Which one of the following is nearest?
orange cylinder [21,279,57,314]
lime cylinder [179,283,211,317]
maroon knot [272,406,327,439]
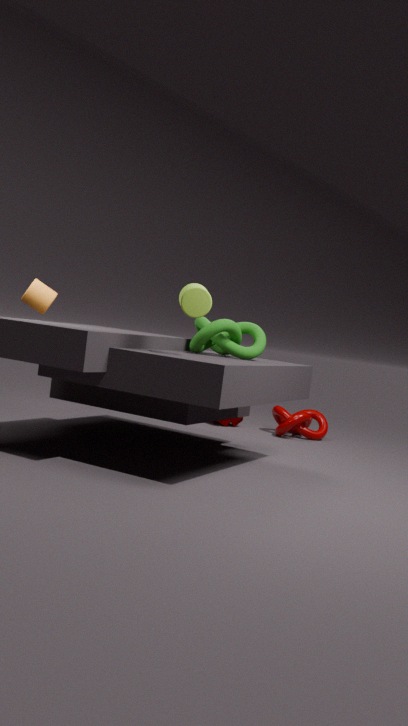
lime cylinder [179,283,211,317]
